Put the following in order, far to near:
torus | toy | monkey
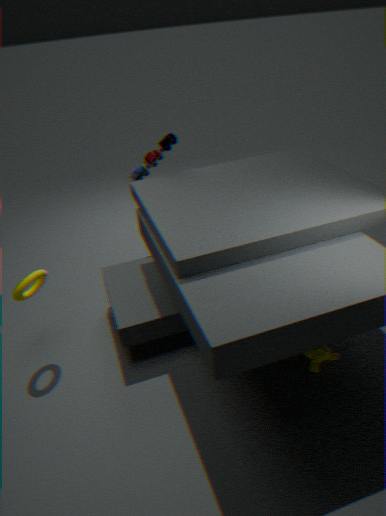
toy, torus, monkey
